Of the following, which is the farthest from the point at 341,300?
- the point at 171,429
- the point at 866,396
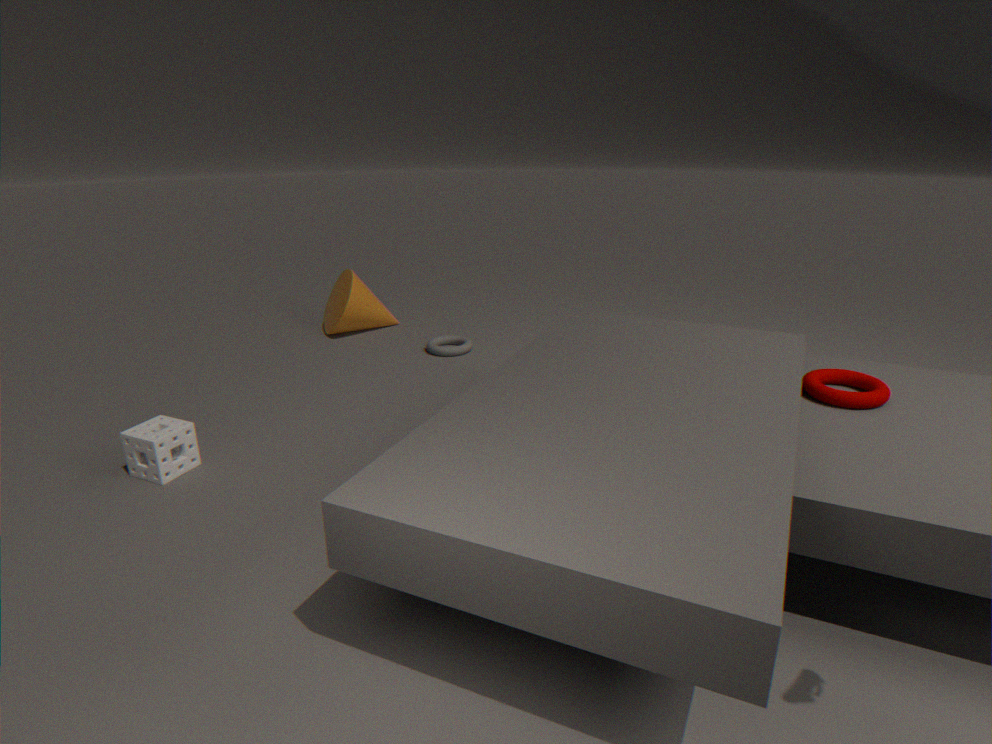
the point at 866,396
